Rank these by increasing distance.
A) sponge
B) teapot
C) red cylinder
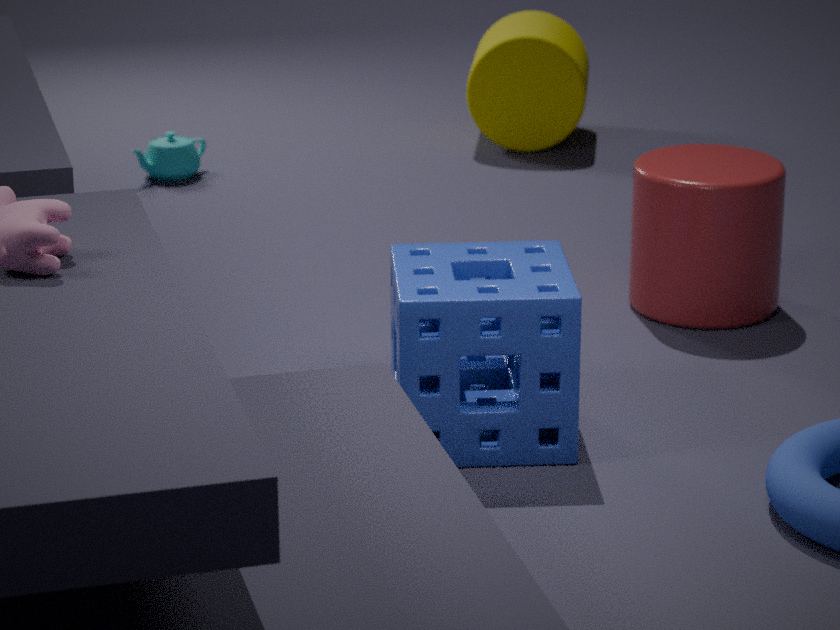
sponge
red cylinder
teapot
